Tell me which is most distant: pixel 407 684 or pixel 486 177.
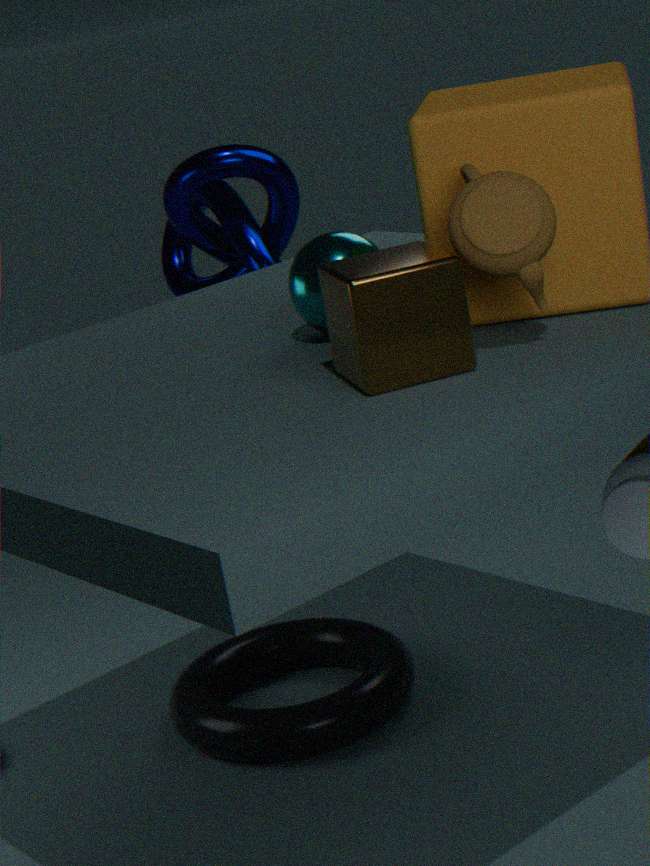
pixel 407 684
